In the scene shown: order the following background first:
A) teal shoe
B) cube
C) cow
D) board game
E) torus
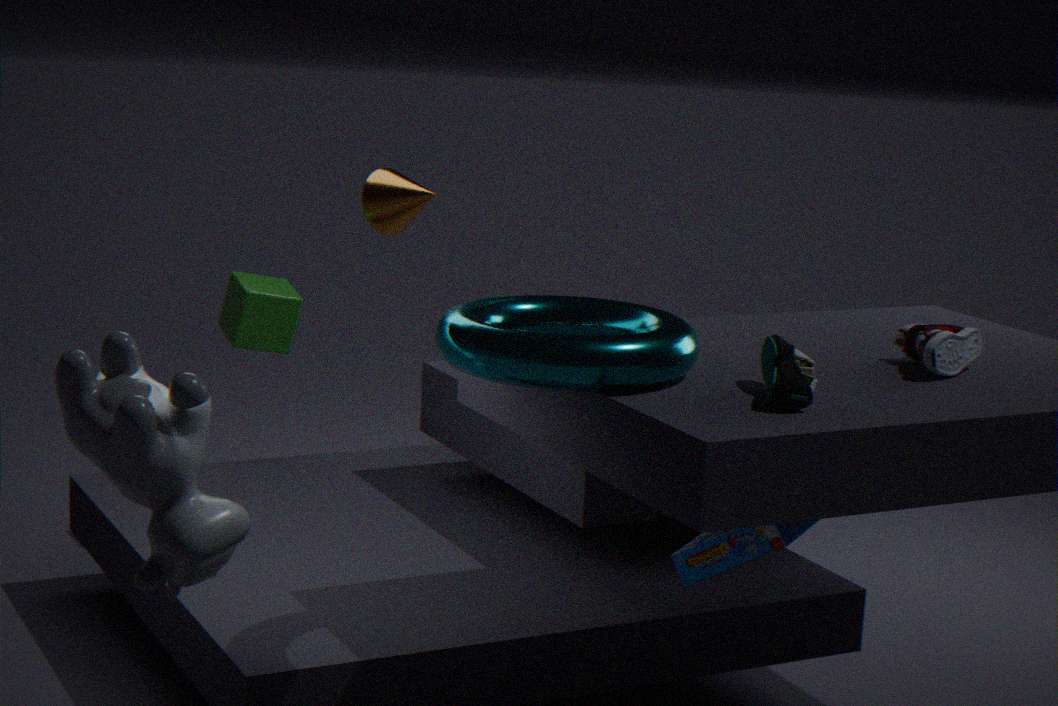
1. cube
2. board game
3. torus
4. cow
5. teal shoe
